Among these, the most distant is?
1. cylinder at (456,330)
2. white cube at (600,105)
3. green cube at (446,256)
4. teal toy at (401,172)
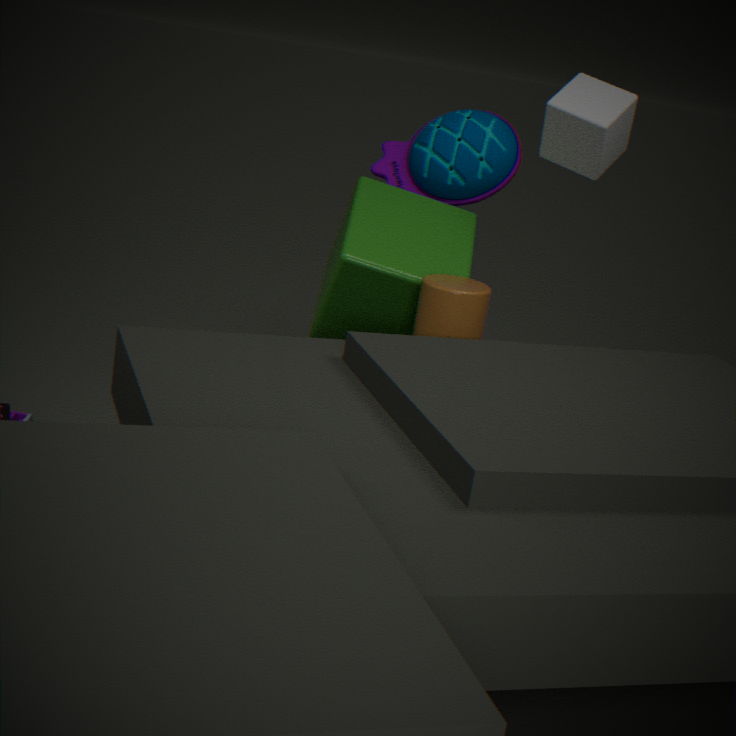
teal toy at (401,172)
